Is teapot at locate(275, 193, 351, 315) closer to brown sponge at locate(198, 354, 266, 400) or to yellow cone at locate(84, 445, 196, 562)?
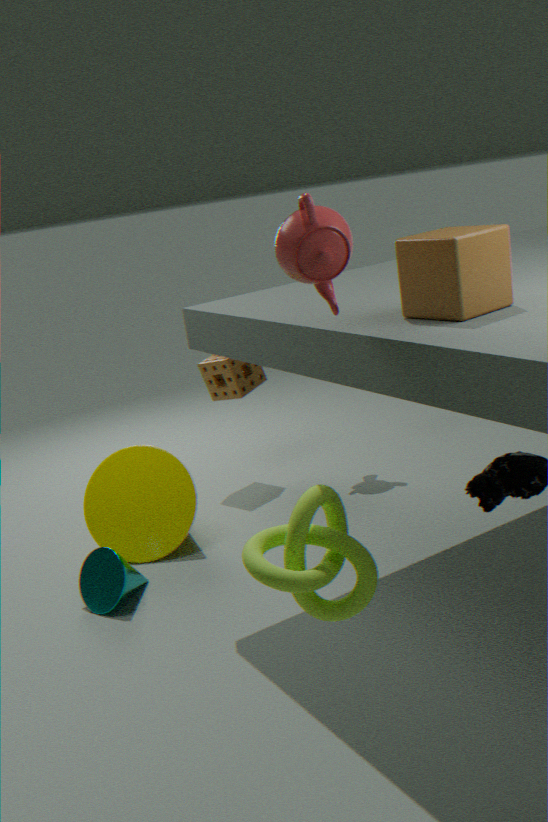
yellow cone at locate(84, 445, 196, 562)
